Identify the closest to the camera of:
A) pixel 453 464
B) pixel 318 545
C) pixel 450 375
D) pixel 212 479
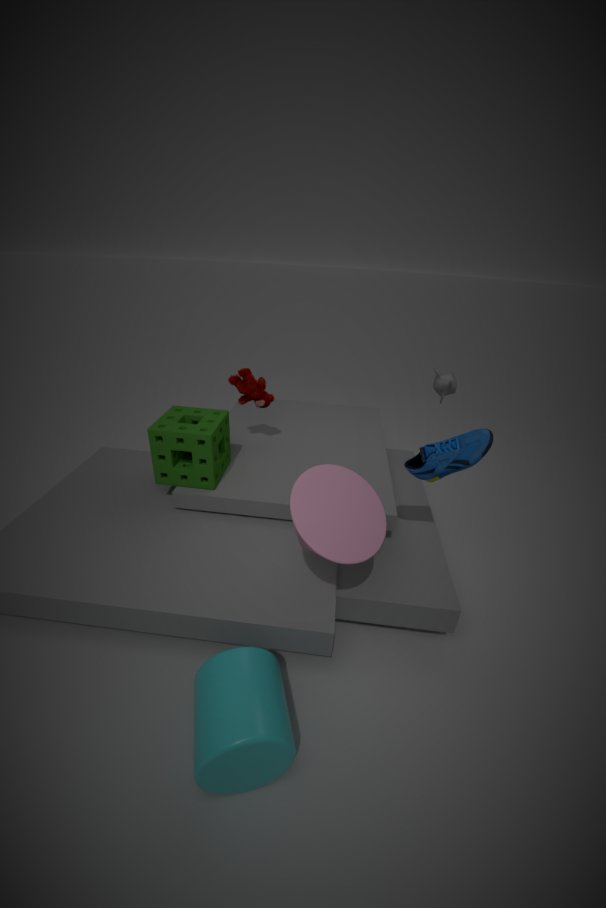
pixel 318 545
